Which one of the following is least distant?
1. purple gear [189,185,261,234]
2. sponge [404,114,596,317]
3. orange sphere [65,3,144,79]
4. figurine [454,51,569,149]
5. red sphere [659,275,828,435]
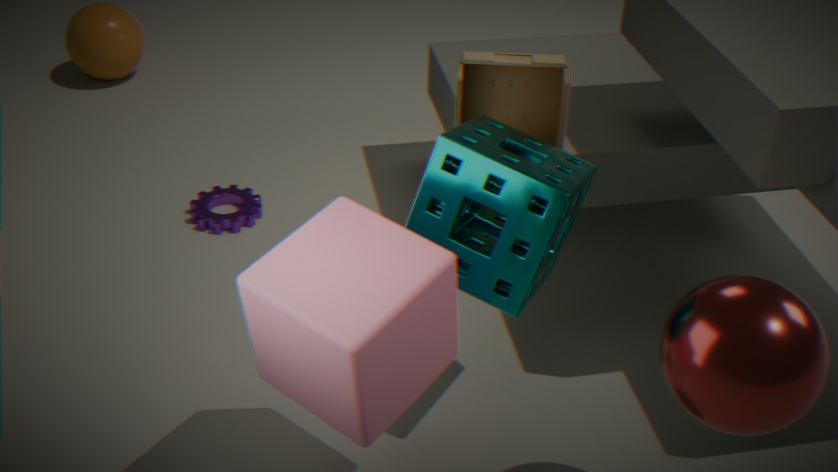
red sphere [659,275,828,435]
